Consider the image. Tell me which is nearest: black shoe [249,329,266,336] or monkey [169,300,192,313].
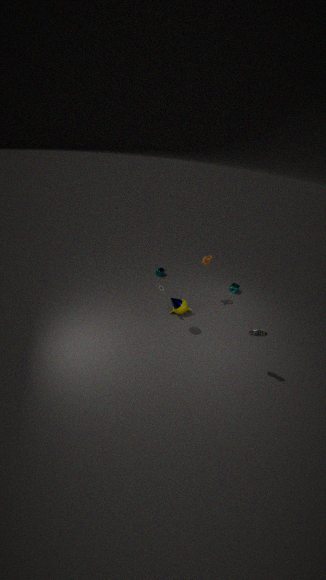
black shoe [249,329,266,336]
